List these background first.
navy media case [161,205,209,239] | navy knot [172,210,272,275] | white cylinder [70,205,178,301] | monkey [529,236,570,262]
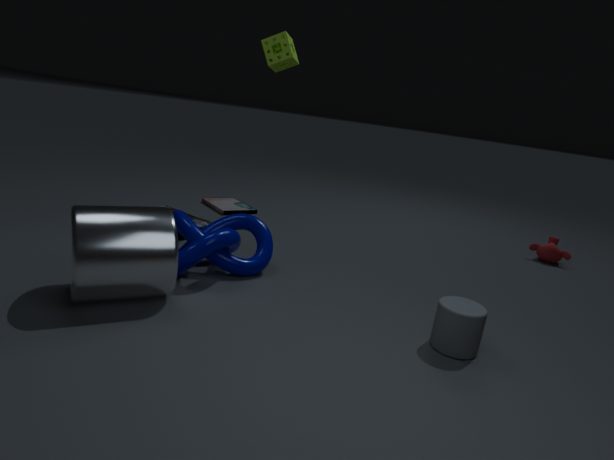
monkey [529,236,570,262], navy media case [161,205,209,239], navy knot [172,210,272,275], white cylinder [70,205,178,301]
